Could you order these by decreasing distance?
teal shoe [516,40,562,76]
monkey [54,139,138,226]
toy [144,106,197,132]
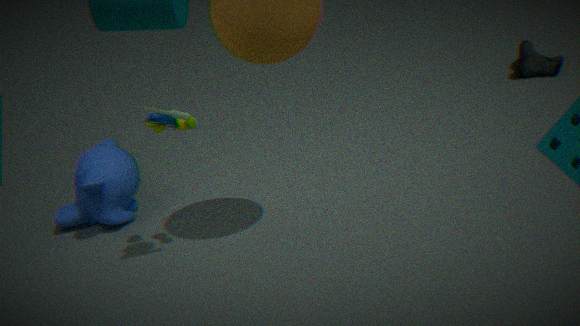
teal shoe [516,40,562,76] < monkey [54,139,138,226] < toy [144,106,197,132]
